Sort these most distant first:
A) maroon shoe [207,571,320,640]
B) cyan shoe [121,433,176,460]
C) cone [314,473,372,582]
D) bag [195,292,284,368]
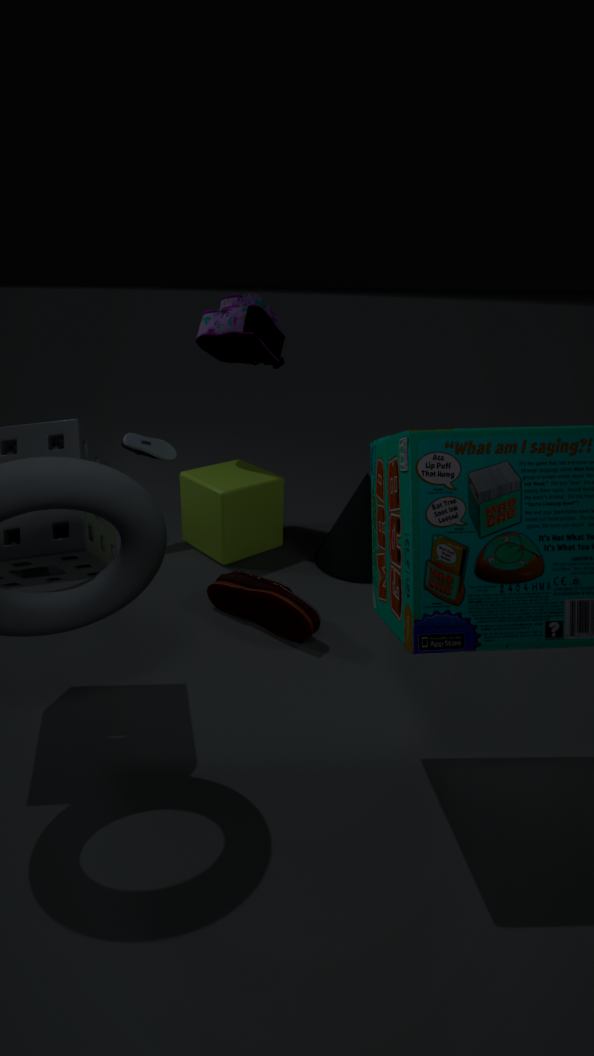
cyan shoe [121,433,176,460] → bag [195,292,284,368] → cone [314,473,372,582] → maroon shoe [207,571,320,640]
